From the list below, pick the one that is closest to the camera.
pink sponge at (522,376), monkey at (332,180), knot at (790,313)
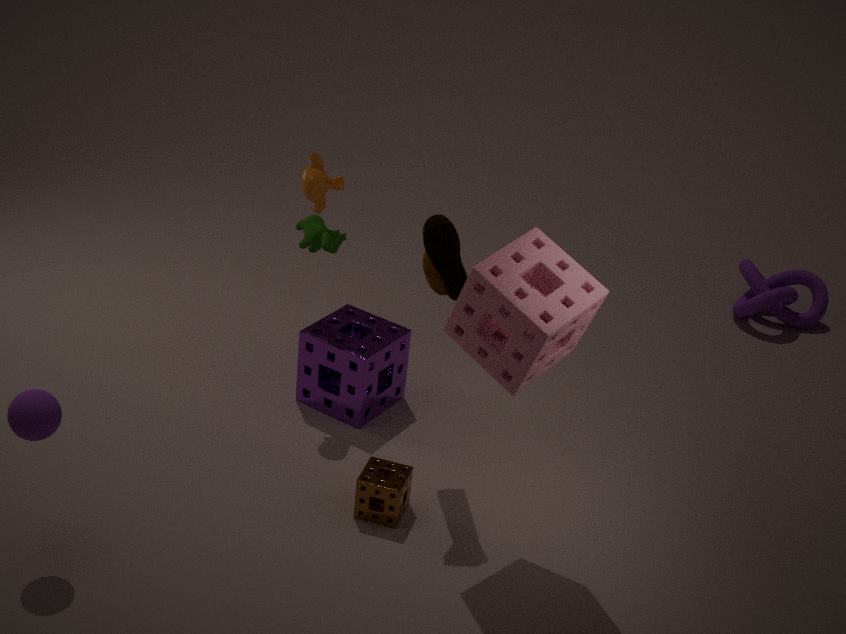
pink sponge at (522,376)
